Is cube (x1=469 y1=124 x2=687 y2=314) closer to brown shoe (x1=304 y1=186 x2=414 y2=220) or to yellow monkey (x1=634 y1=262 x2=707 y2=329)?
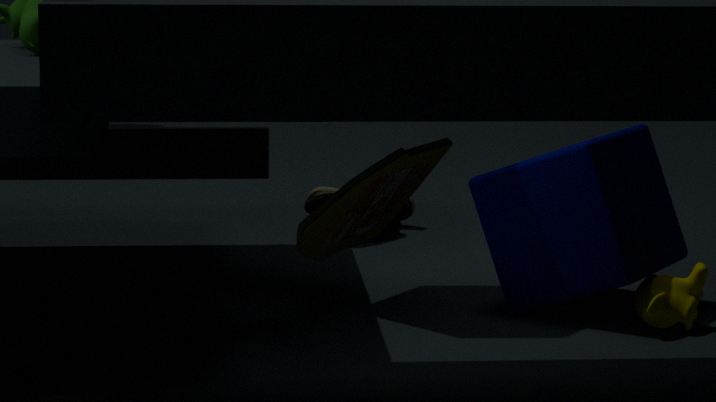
yellow monkey (x1=634 y1=262 x2=707 y2=329)
